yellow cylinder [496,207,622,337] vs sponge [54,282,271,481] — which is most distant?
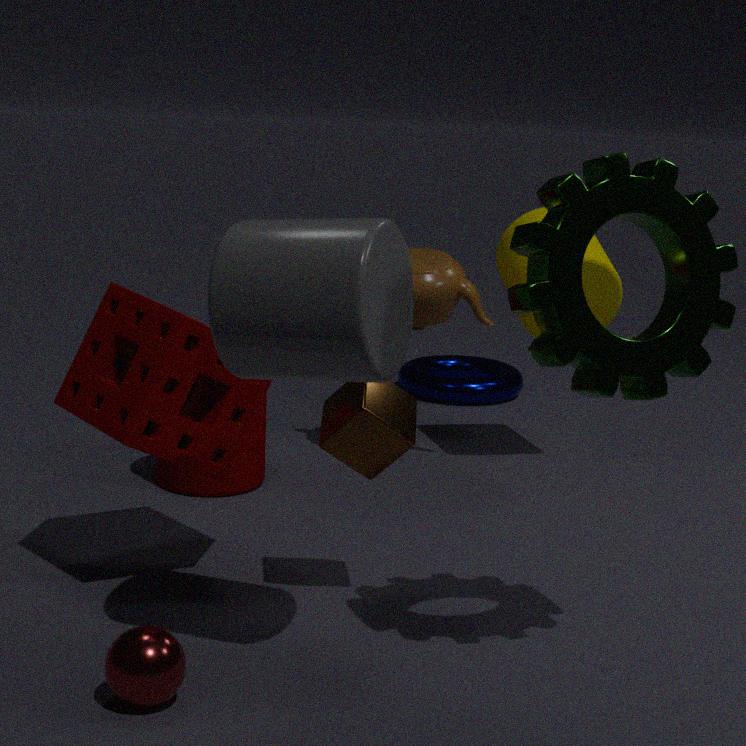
yellow cylinder [496,207,622,337]
